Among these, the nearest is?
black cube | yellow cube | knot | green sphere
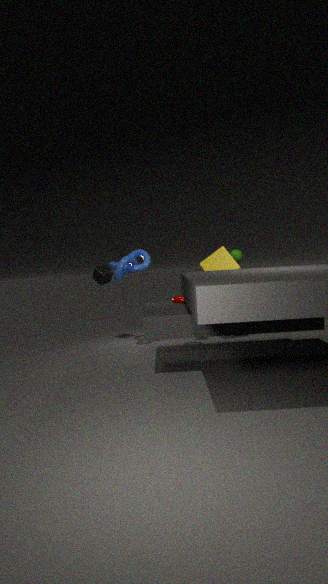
knot
